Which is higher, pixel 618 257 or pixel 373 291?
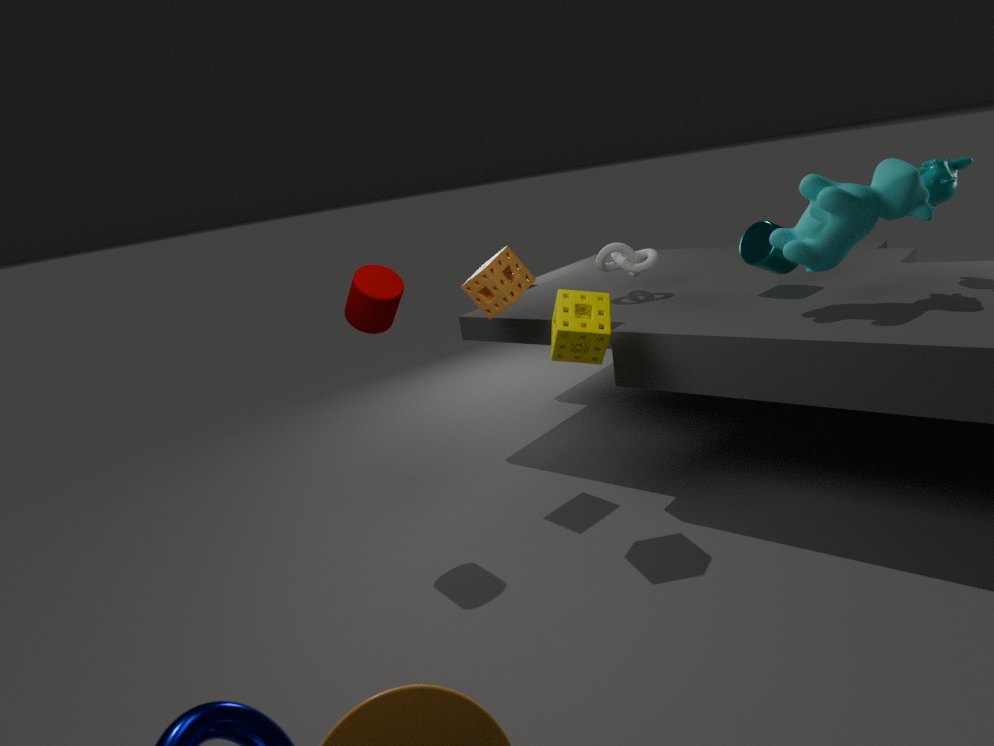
pixel 373 291
